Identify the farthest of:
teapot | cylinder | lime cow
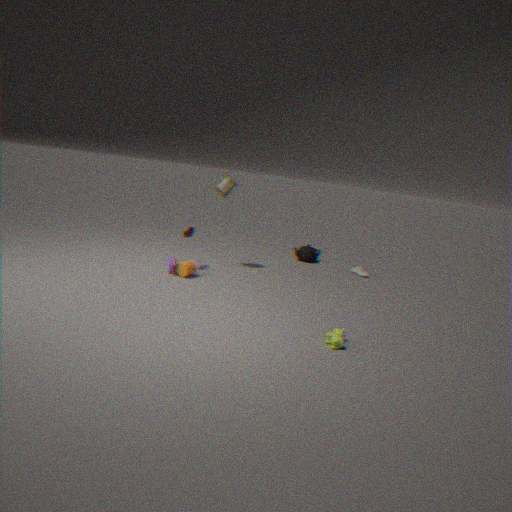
teapot
